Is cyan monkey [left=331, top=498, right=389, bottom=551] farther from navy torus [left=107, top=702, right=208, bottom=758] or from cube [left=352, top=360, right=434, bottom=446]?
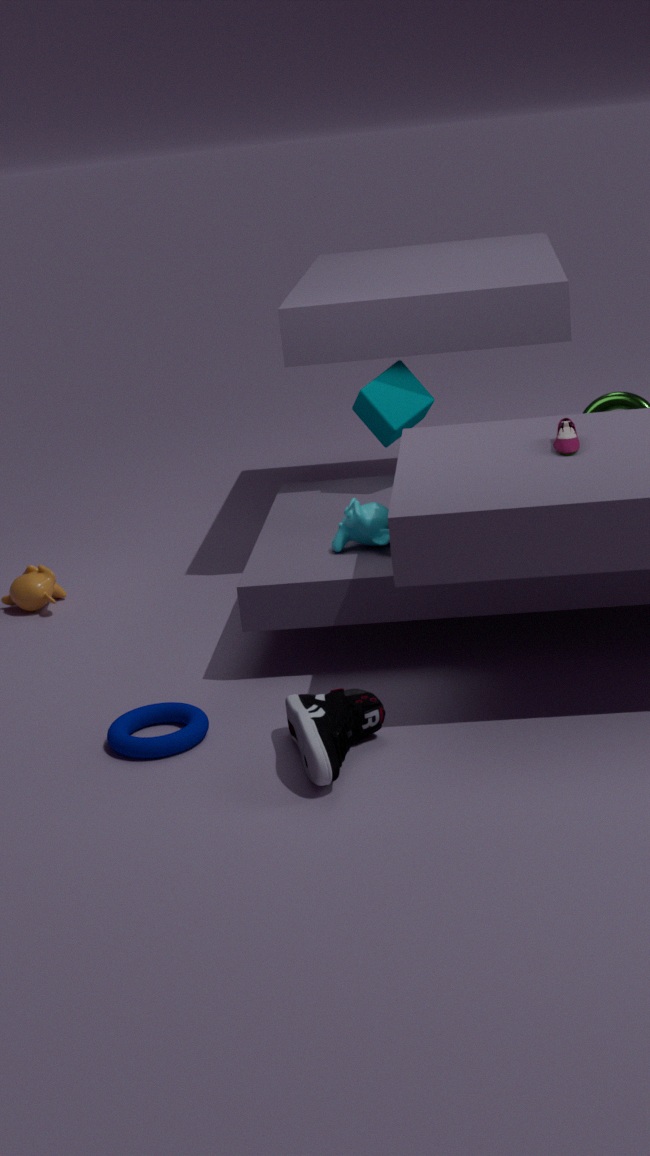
navy torus [left=107, top=702, right=208, bottom=758]
